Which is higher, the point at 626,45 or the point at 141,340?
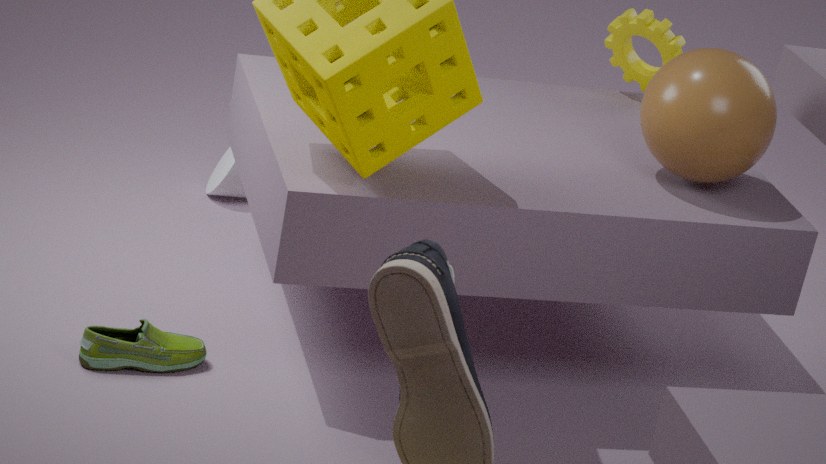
the point at 626,45
